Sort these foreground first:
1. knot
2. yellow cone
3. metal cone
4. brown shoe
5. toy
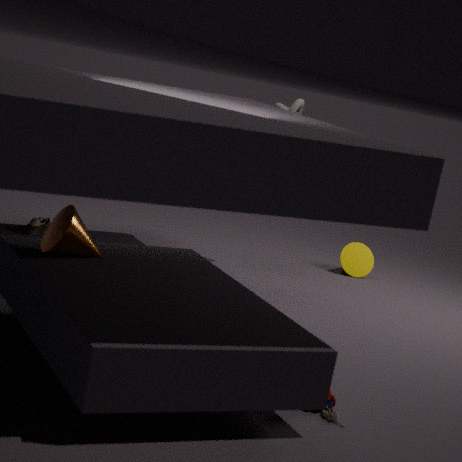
toy
metal cone
brown shoe
knot
yellow cone
